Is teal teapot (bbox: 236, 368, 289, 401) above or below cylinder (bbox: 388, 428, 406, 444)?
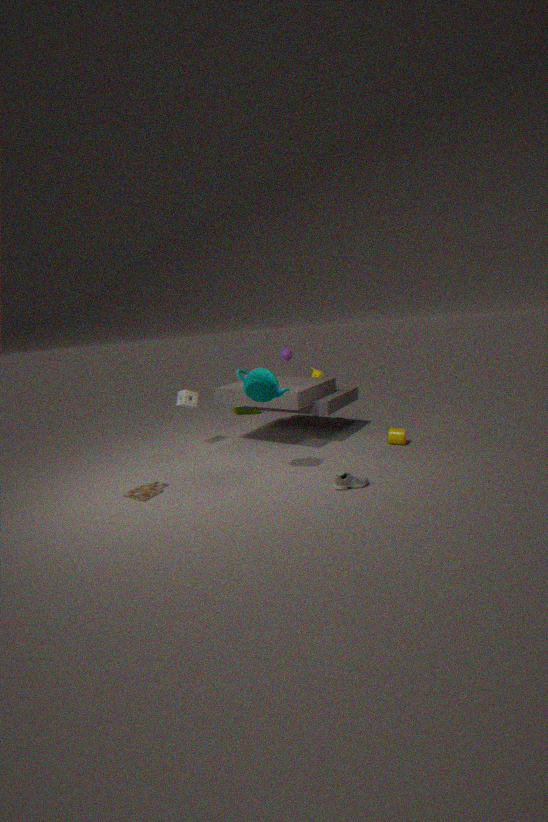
above
